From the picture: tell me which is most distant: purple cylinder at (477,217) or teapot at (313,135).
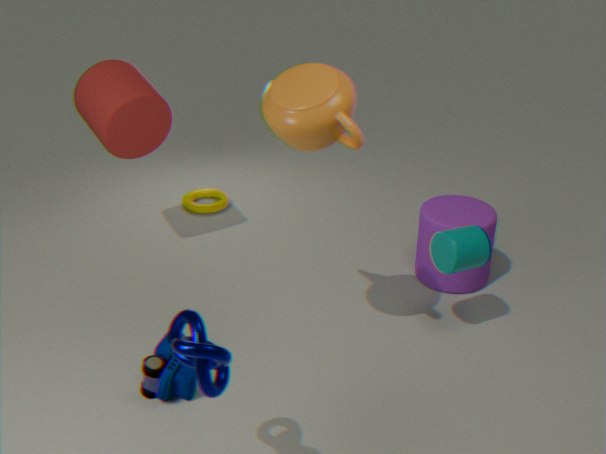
purple cylinder at (477,217)
